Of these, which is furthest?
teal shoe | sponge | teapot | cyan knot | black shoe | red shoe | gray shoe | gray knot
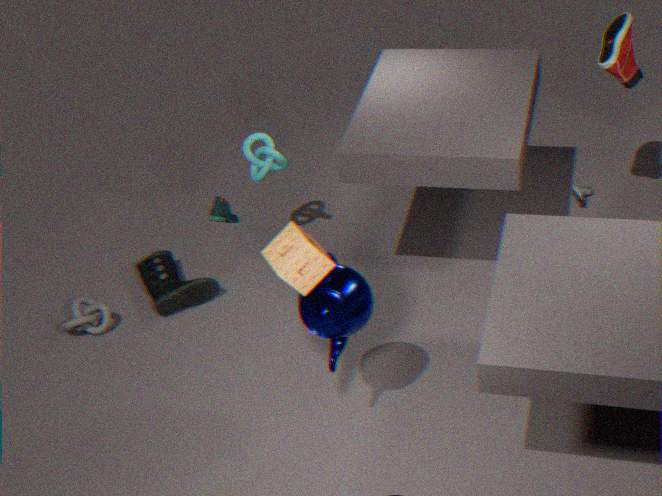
gray shoe
